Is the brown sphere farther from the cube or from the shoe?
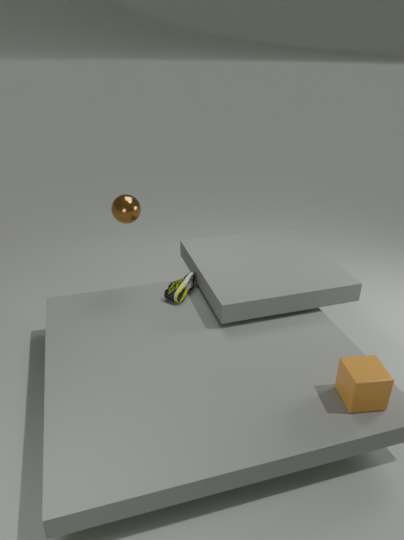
the cube
